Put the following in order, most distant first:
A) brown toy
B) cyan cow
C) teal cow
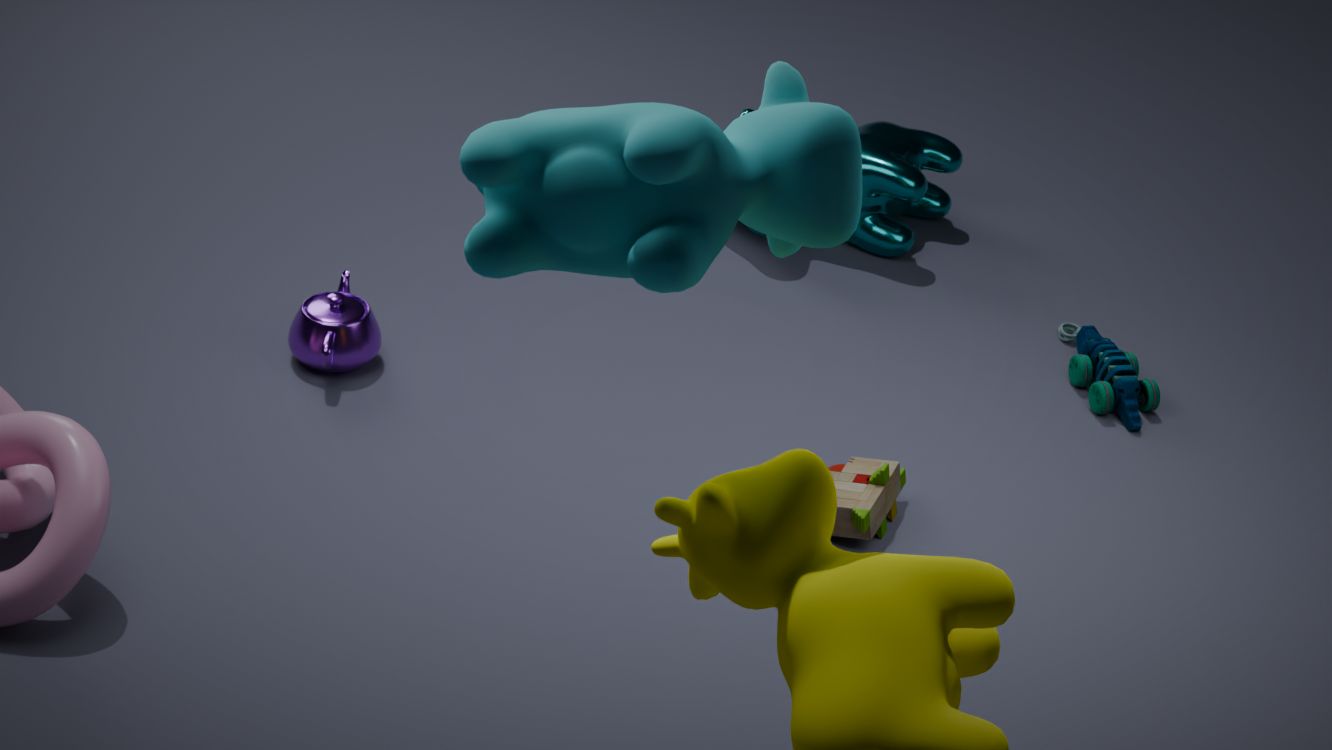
1. teal cow
2. brown toy
3. cyan cow
